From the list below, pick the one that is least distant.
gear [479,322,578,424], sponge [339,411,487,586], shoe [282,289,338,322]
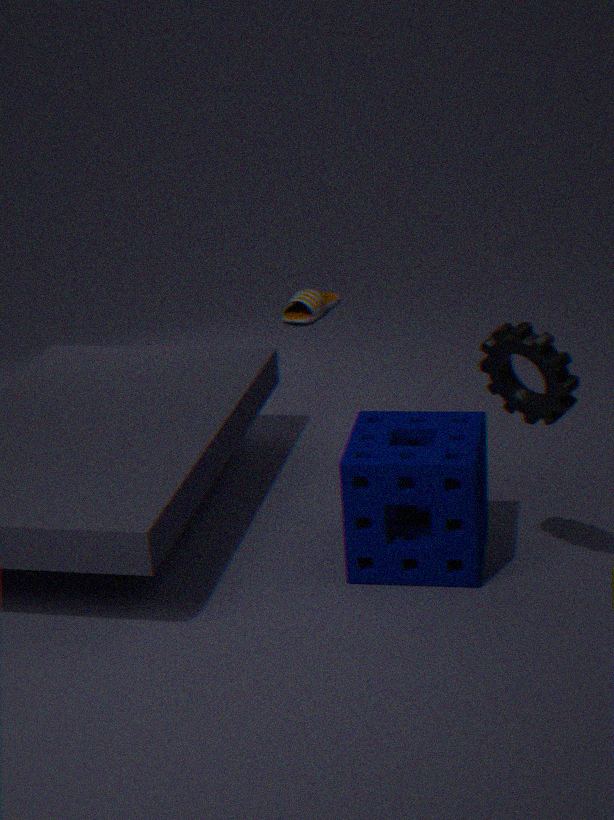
gear [479,322,578,424]
